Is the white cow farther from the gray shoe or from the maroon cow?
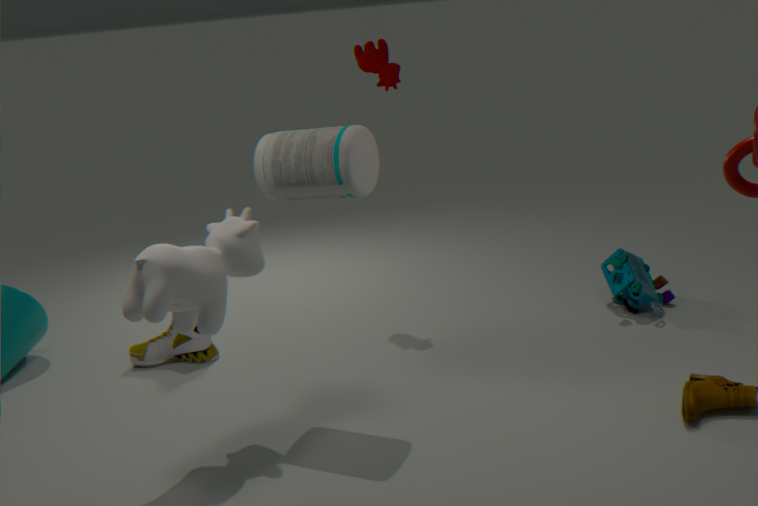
the maroon cow
